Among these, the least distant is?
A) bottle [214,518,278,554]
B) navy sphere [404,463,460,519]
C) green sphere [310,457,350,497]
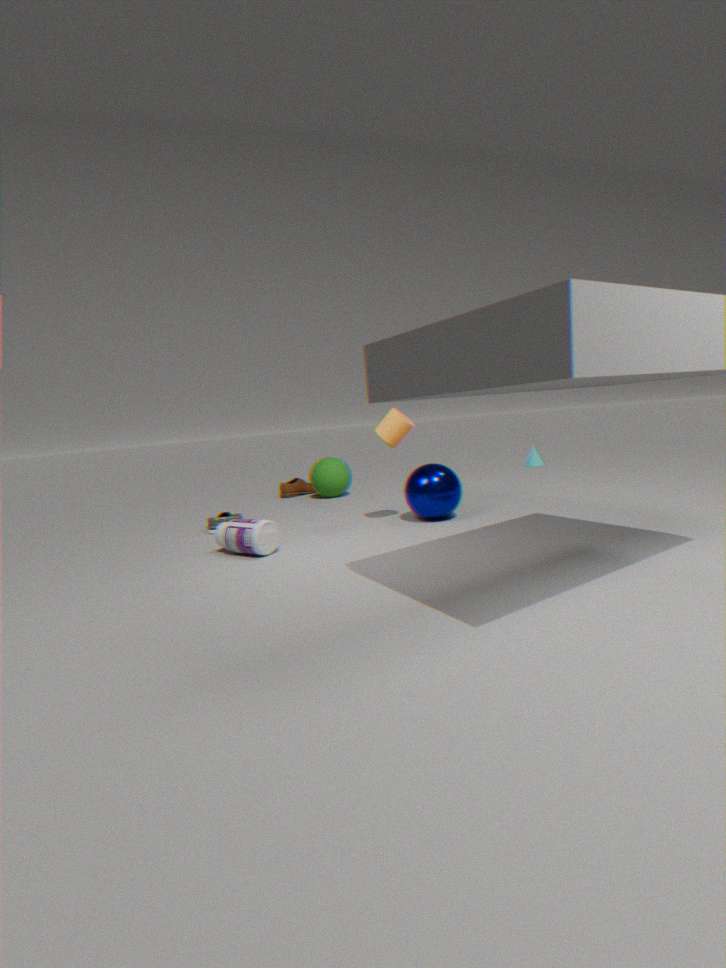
bottle [214,518,278,554]
